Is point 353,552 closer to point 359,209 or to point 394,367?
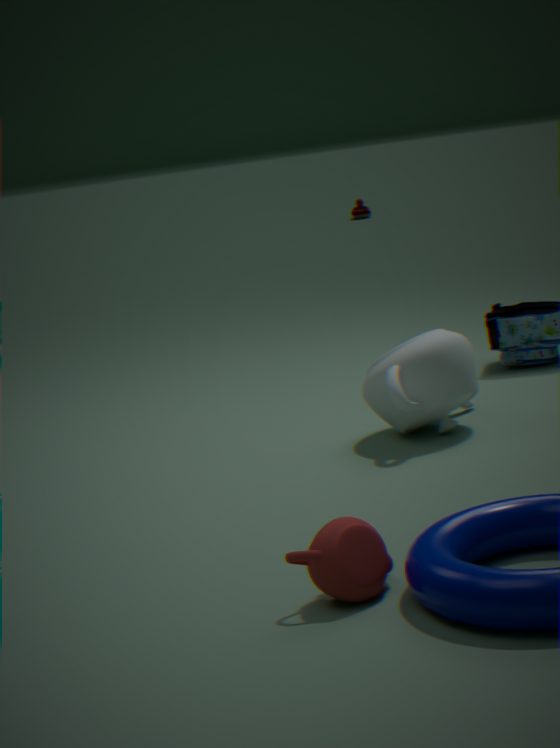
point 394,367
